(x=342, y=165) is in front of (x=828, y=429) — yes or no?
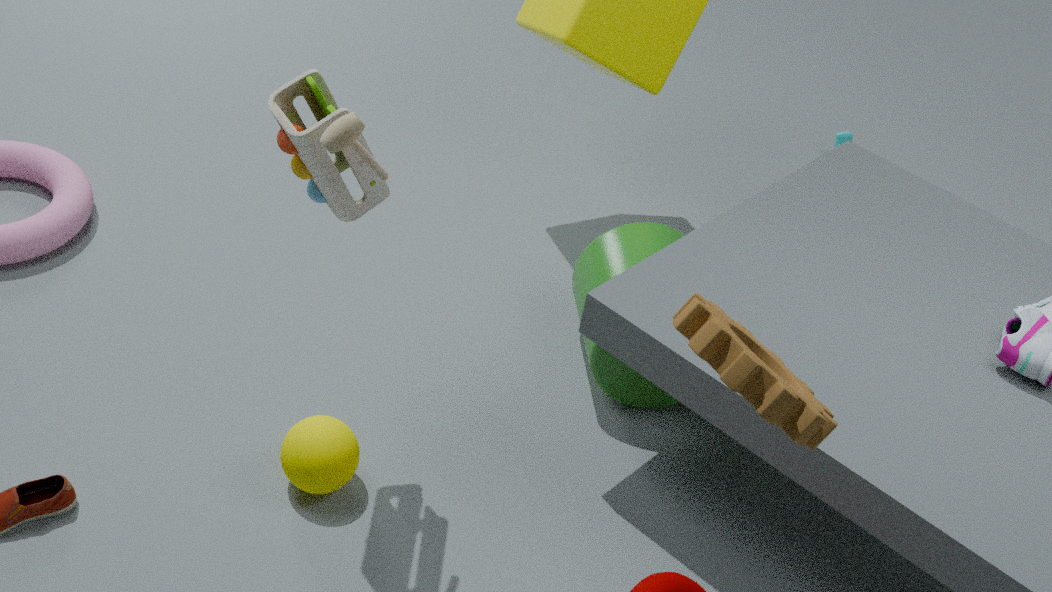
No
